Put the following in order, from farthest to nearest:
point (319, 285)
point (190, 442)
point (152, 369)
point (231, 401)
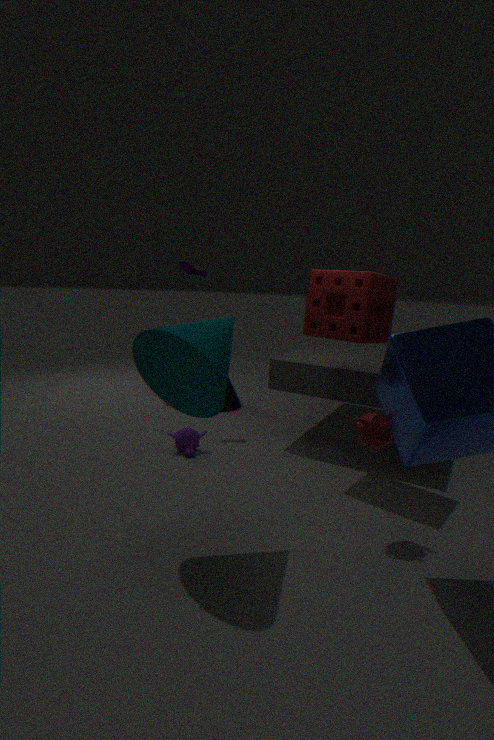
point (231, 401), point (190, 442), point (319, 285), point (152, 369)
